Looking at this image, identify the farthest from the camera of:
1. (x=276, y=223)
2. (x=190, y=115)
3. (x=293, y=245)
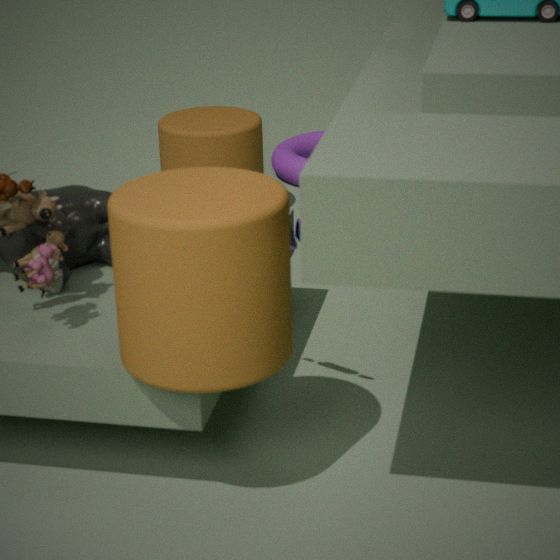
(x=190, y=115)
